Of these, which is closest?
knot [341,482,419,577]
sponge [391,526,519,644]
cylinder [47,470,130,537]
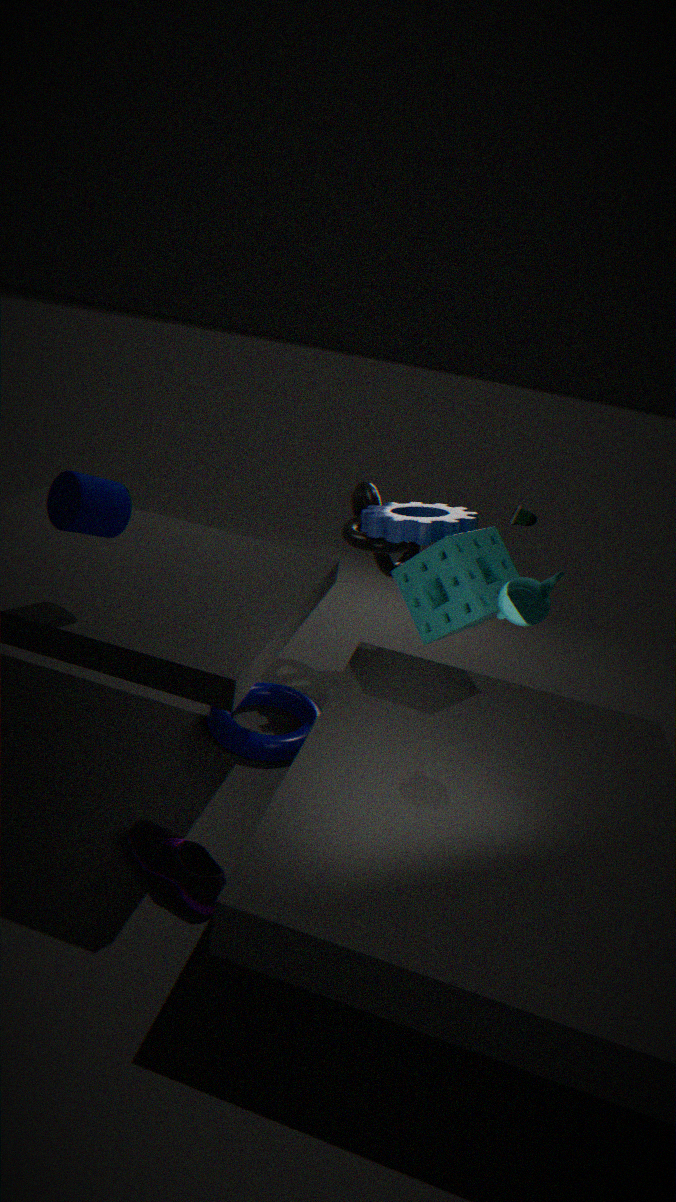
cylinder [47,470,130,537]
